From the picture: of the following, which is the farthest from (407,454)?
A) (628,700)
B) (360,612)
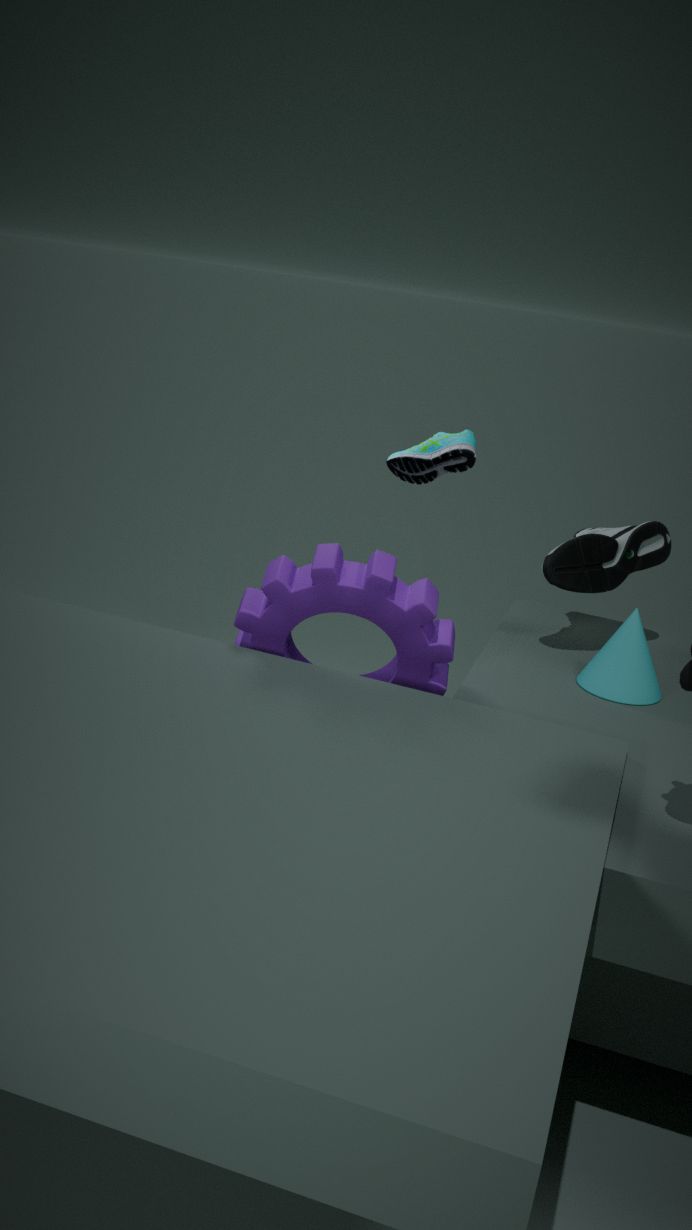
(628,700)
